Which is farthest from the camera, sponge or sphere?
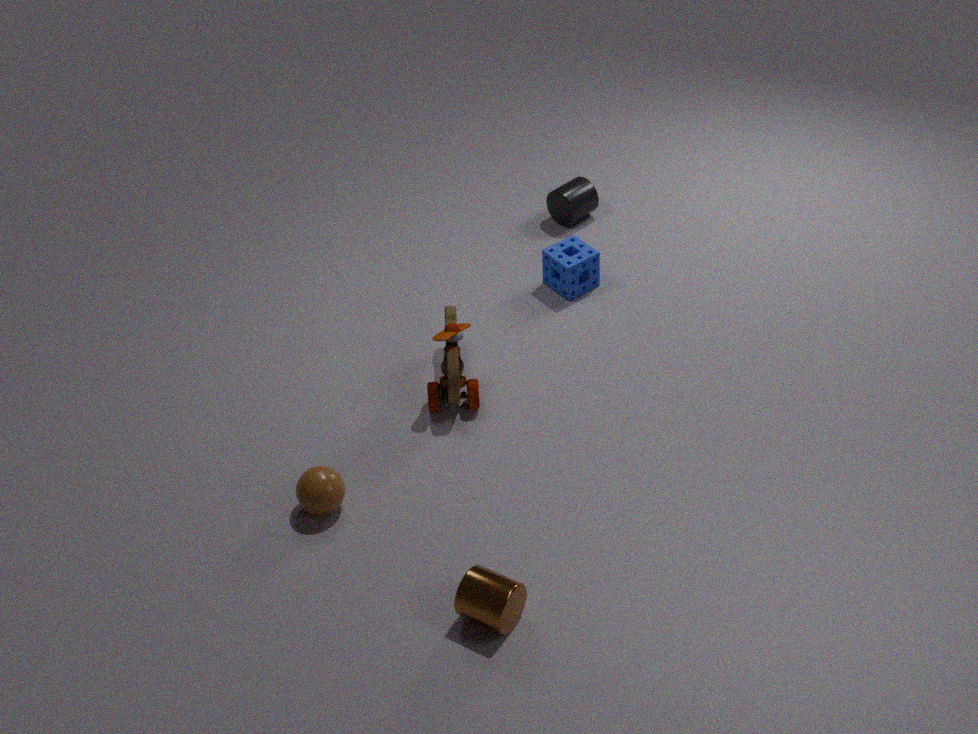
sponge
